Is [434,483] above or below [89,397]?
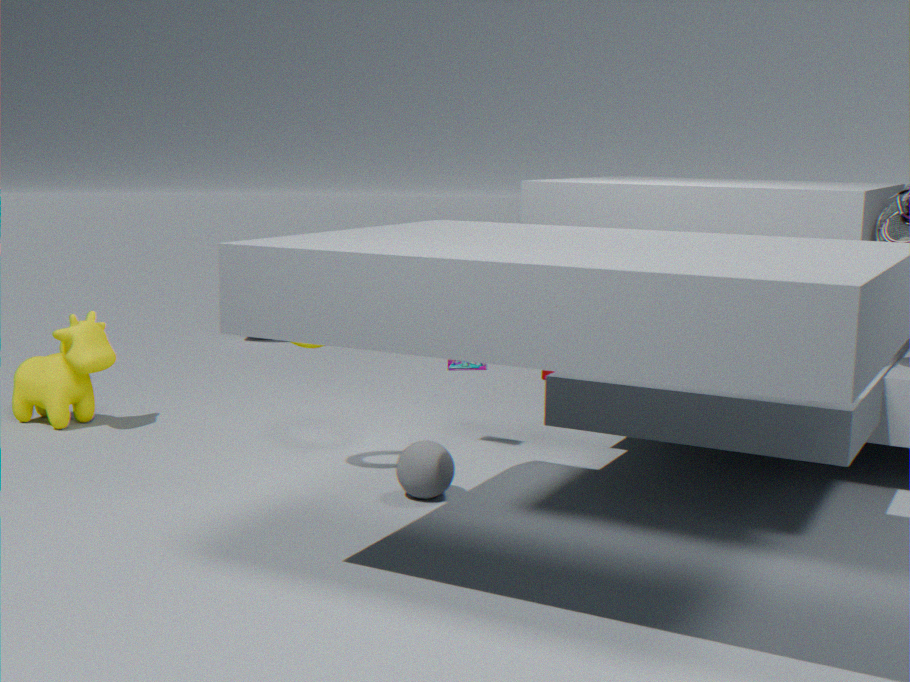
below
